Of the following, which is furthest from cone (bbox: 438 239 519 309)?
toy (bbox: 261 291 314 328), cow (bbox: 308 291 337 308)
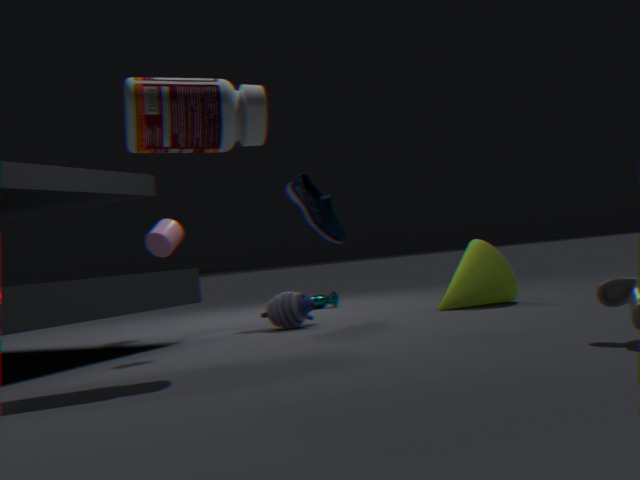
cow (bbox: 308 291 337 308)
